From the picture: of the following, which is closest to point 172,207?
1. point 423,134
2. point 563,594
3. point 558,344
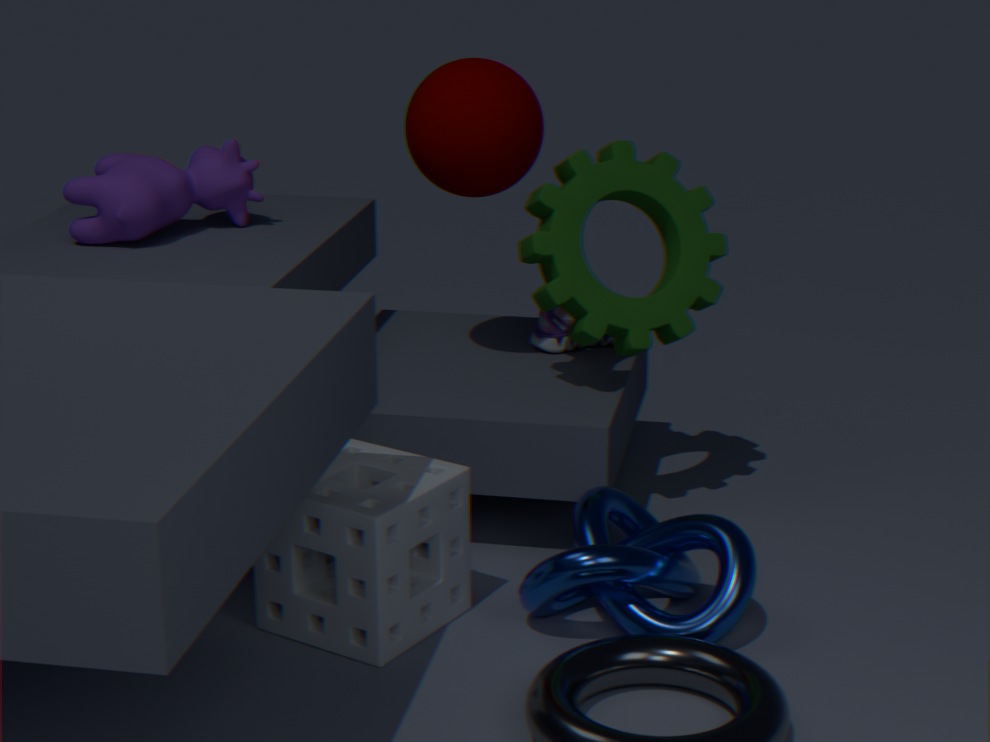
point 423,134
